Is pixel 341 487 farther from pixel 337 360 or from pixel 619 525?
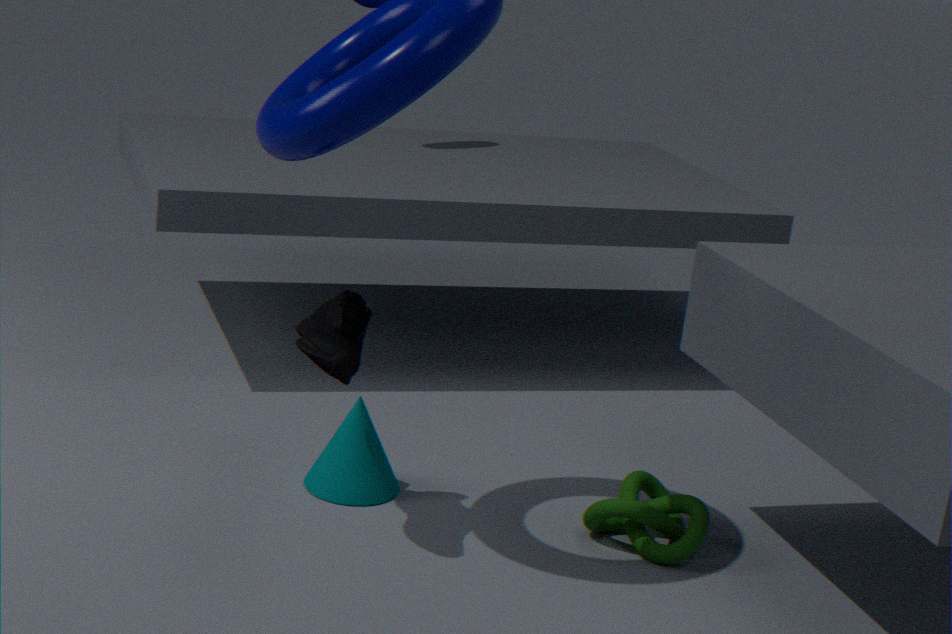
pixel 619 525
